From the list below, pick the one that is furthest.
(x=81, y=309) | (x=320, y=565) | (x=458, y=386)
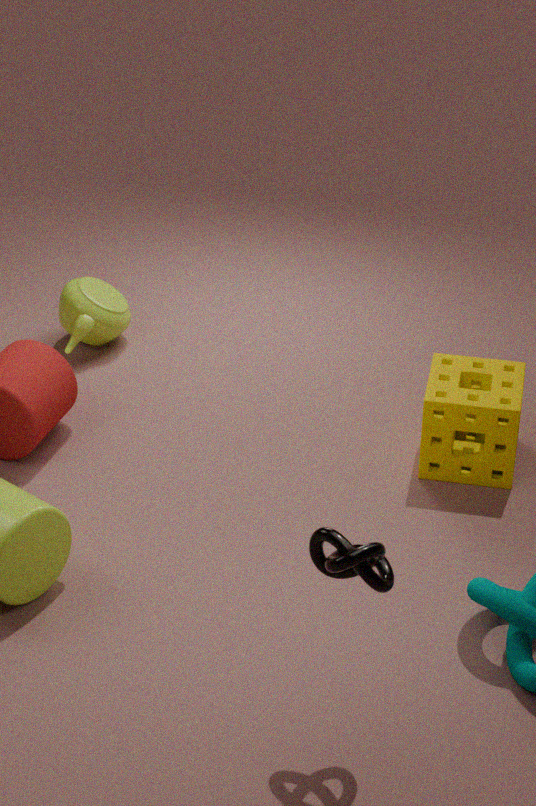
(x=81, y=309)
